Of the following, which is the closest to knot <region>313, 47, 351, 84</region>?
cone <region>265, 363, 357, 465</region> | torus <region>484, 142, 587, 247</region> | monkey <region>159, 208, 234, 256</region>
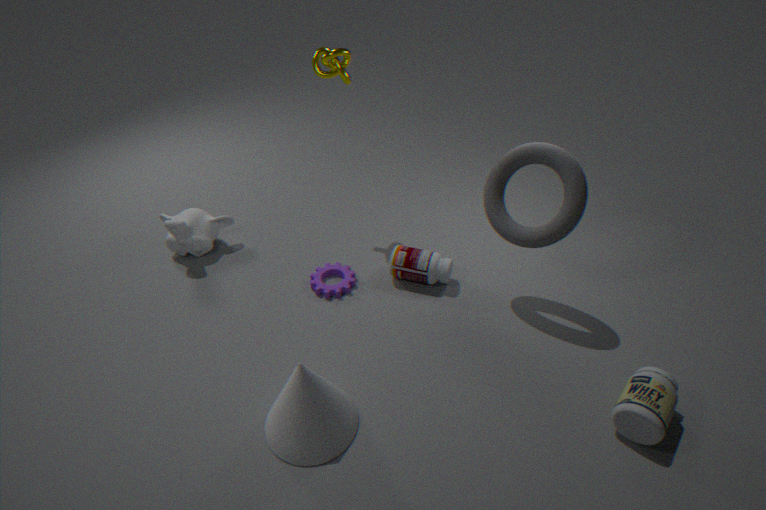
torus <region>484, 142, 587, 247</region>
